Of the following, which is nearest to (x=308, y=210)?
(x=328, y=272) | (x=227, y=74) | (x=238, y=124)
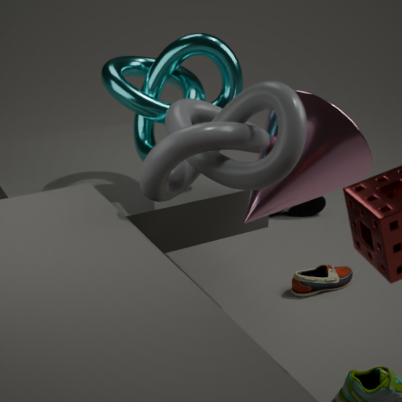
(x=328, y=272)
